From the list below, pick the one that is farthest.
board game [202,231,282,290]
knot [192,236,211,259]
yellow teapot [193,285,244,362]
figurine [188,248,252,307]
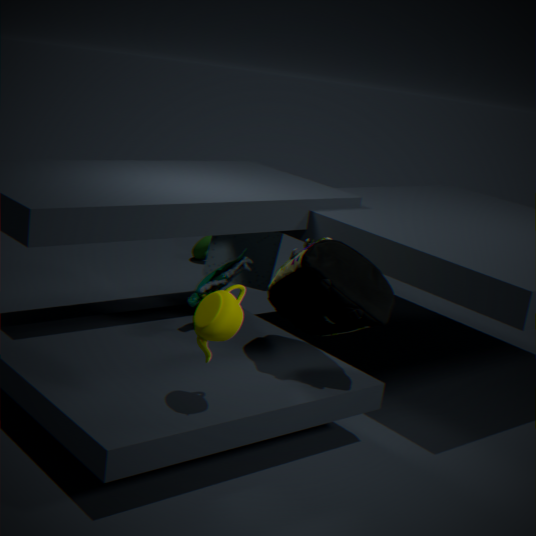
knot [192,236,211,259]
